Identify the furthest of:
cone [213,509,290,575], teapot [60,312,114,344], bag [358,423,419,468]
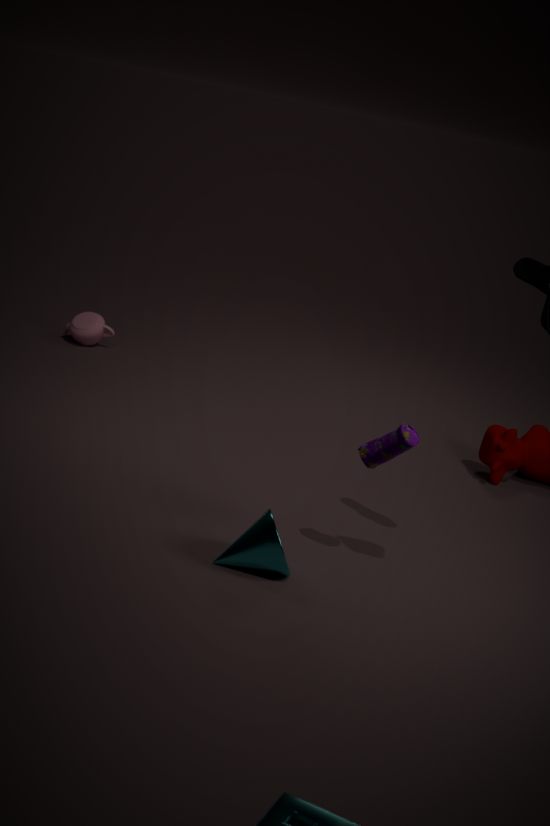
teapot [60,312,114,344]
